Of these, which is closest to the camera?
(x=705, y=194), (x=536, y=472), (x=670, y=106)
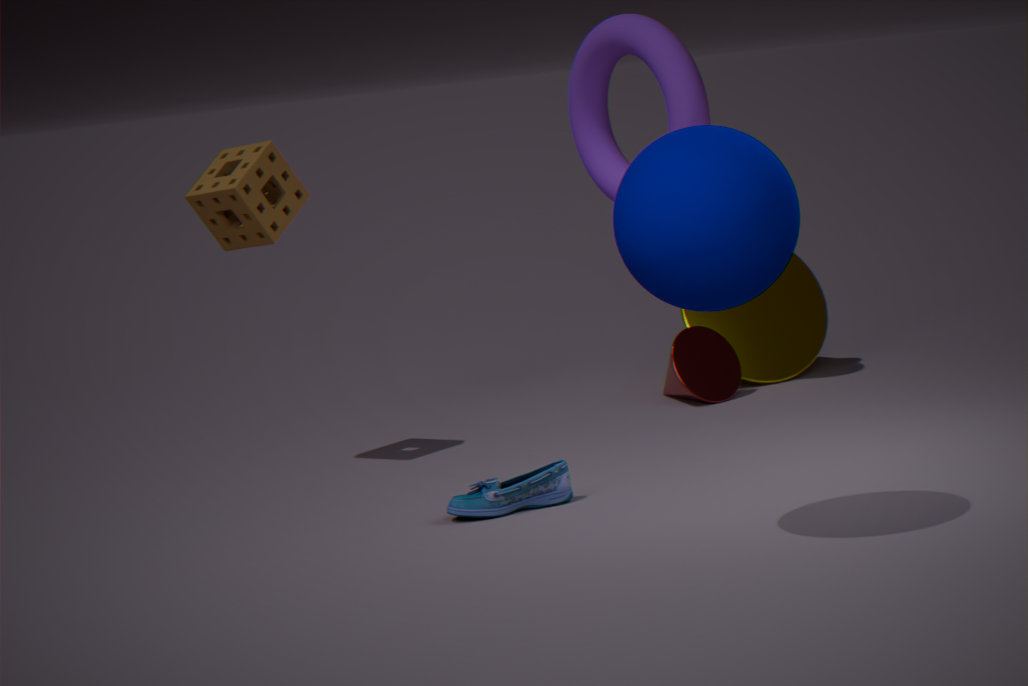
(x=705, y=194)
